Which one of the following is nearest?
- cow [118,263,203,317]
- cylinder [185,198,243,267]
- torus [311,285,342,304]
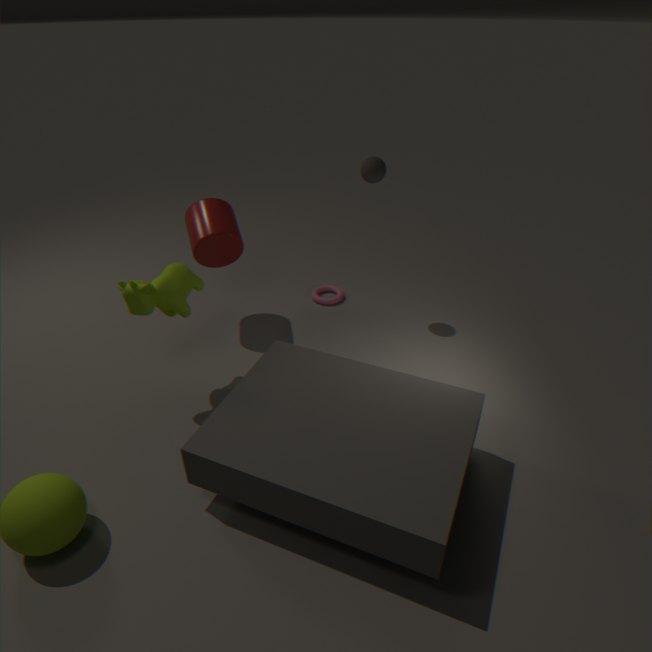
cow [118,263,203,317]
